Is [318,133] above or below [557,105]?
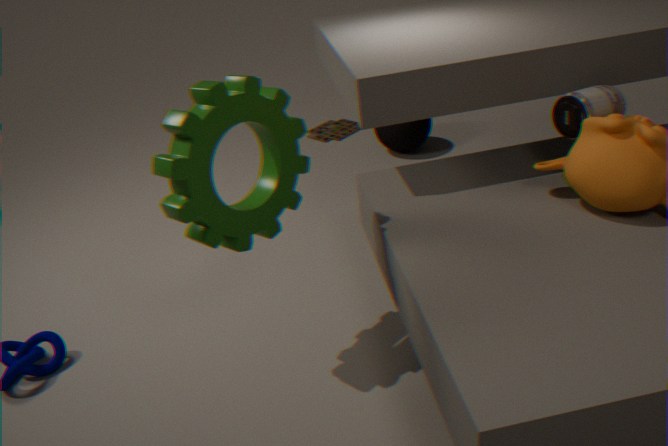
below
